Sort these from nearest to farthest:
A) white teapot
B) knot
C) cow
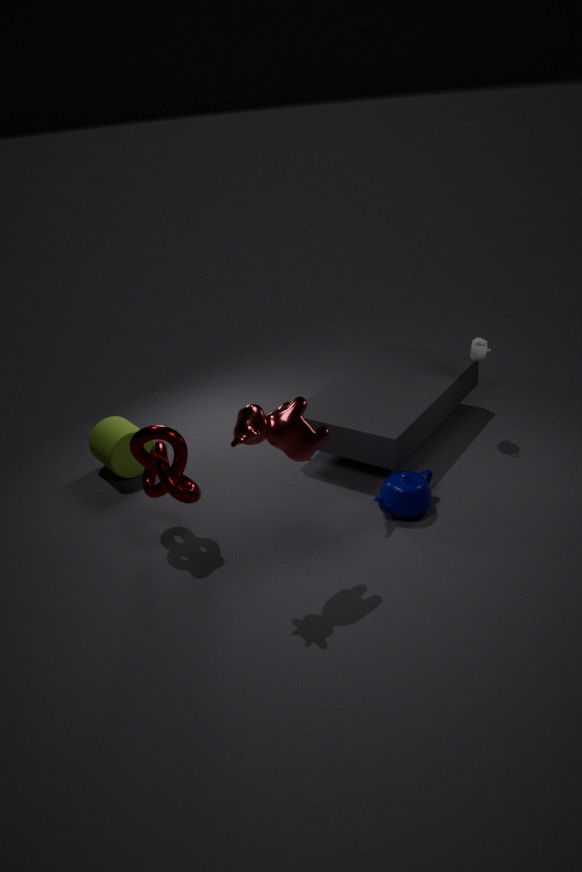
cow, knot, white teapot
